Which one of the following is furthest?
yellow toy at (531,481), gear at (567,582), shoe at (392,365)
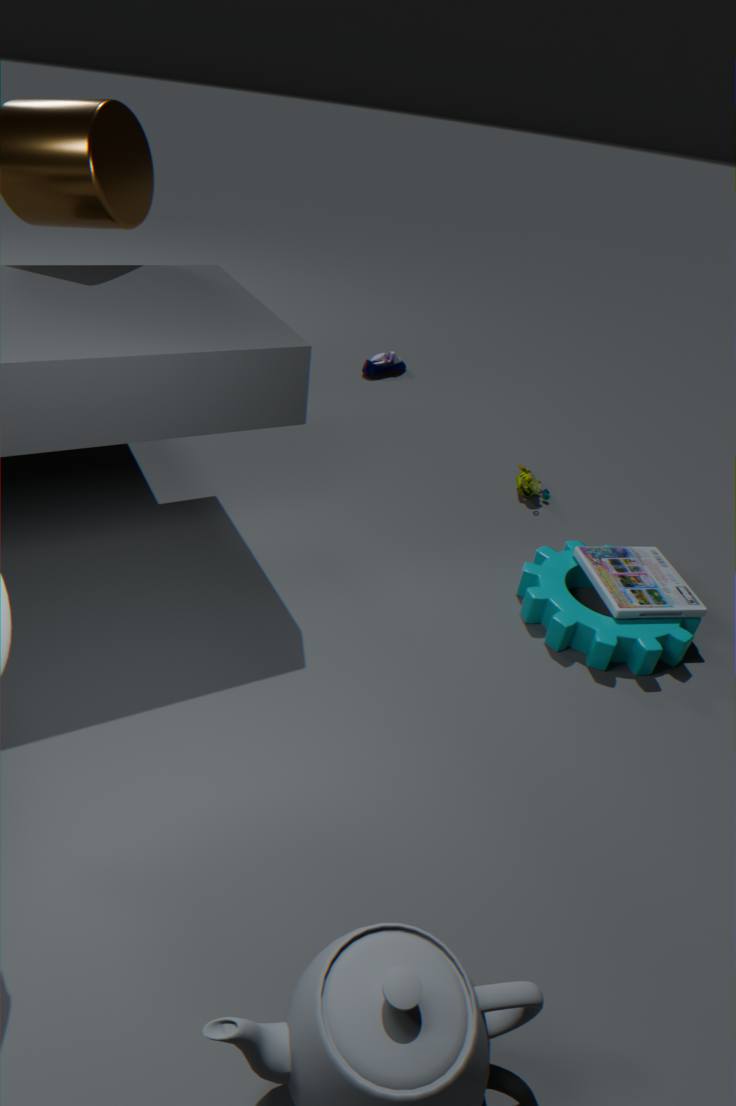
shoe at (392,365)
